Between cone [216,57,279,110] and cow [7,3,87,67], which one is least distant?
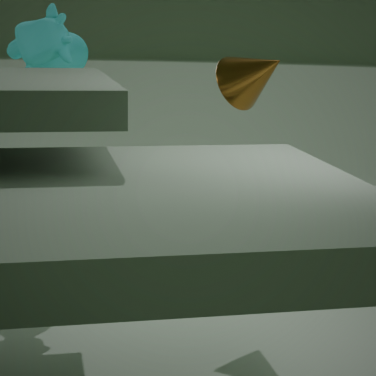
cone [216,57,279,110]
